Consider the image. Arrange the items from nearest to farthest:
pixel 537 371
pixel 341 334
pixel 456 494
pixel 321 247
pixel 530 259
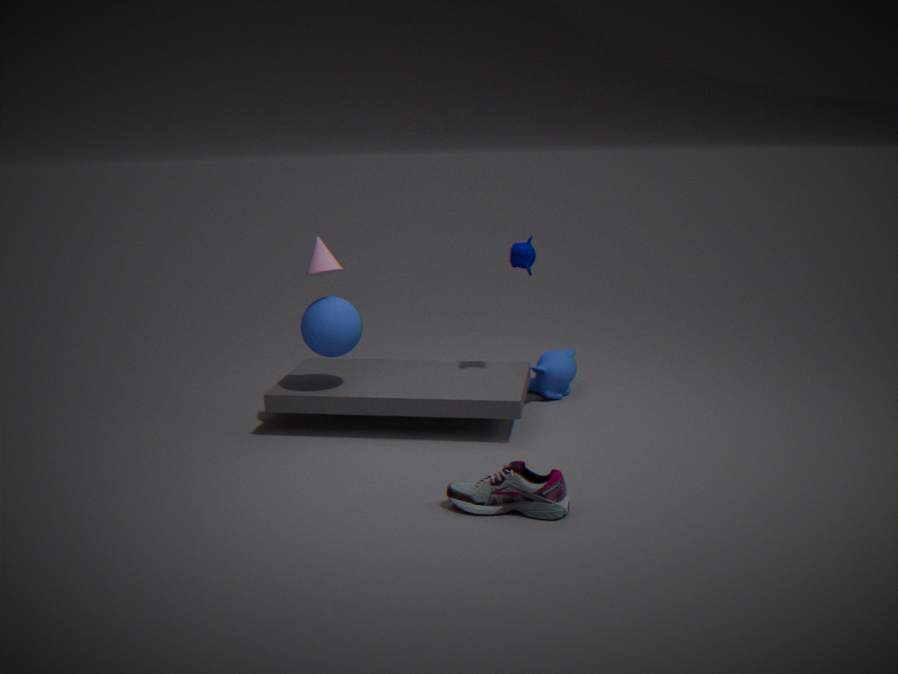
pixel 456 494, pixel 341 334, pixel 321 247, pixel 530 259, pixel 537 371
